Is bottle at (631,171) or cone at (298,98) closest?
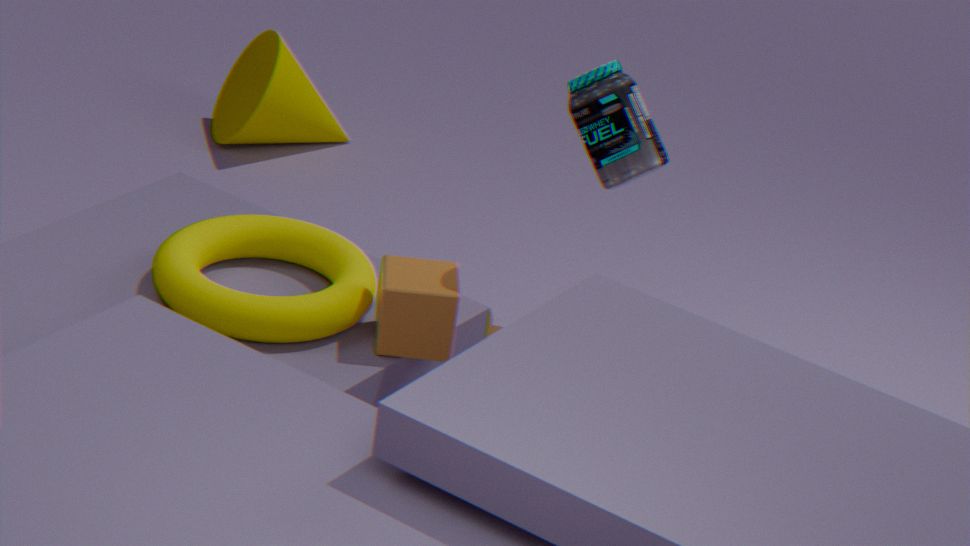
bottle at (631,171)
